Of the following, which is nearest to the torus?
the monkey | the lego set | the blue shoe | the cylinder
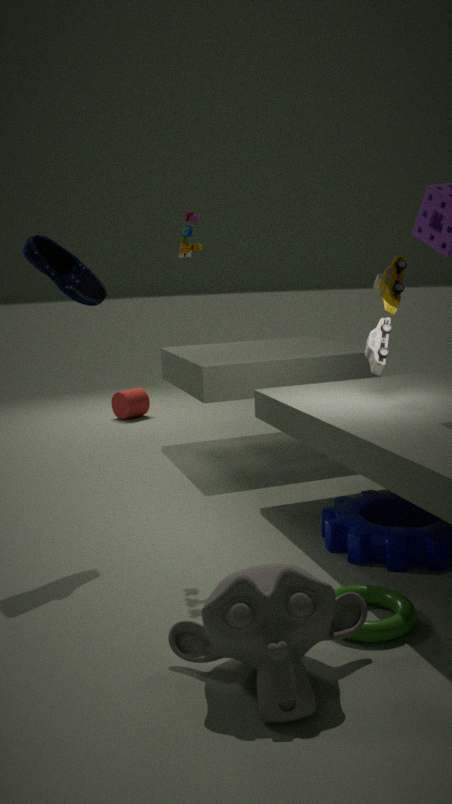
the monkey
